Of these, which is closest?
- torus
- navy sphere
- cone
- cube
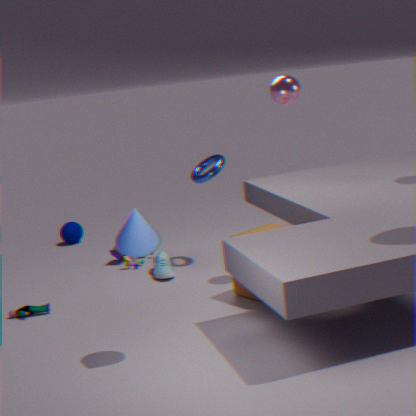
cone
